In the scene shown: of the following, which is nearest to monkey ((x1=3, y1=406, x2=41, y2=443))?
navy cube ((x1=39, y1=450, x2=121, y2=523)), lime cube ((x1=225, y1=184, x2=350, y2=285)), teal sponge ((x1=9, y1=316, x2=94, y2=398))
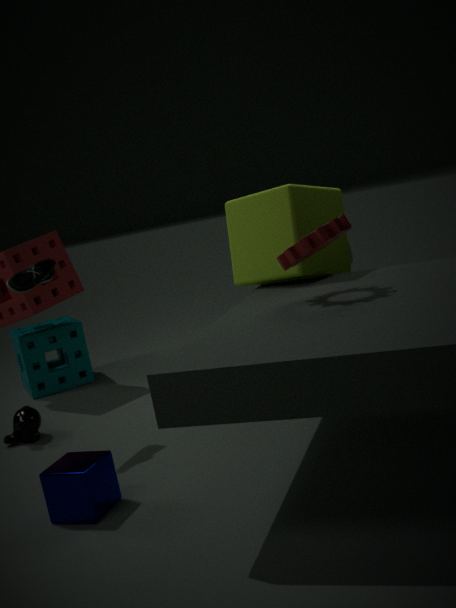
teal sponge ((x1=9, y1=316, x2=94, y2=398))
